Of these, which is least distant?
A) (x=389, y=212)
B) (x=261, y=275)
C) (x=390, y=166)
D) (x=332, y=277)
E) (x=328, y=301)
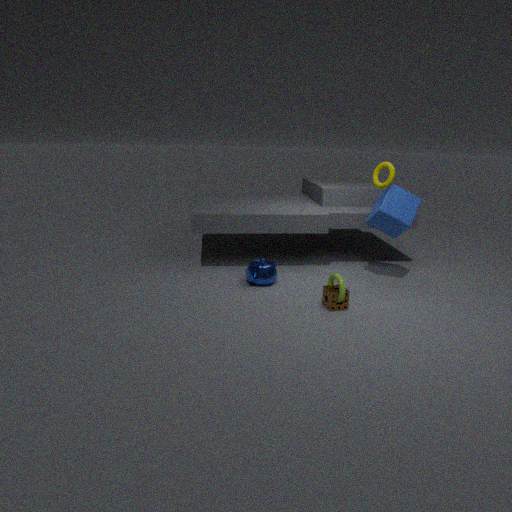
(x=328, y=301)
